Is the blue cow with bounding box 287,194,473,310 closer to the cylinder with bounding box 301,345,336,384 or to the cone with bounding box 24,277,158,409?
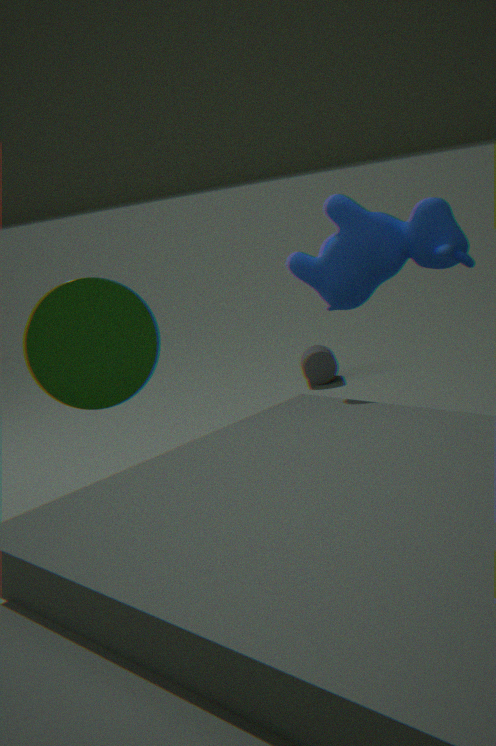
the cone with bounding box 24,277,158,409
